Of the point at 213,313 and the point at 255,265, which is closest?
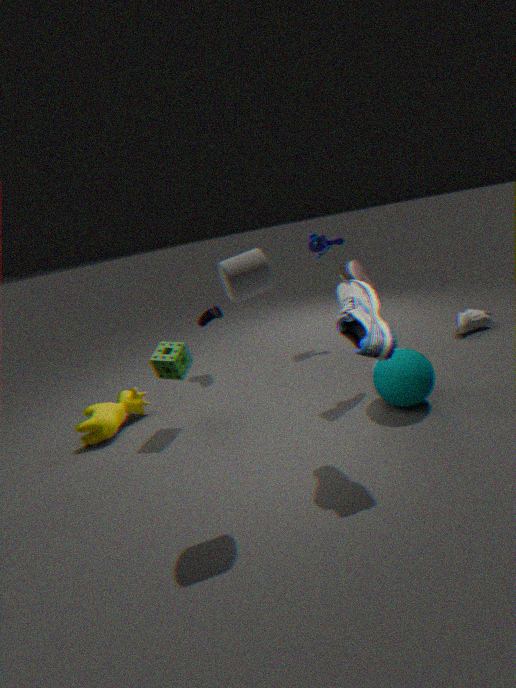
the point at 255,265
